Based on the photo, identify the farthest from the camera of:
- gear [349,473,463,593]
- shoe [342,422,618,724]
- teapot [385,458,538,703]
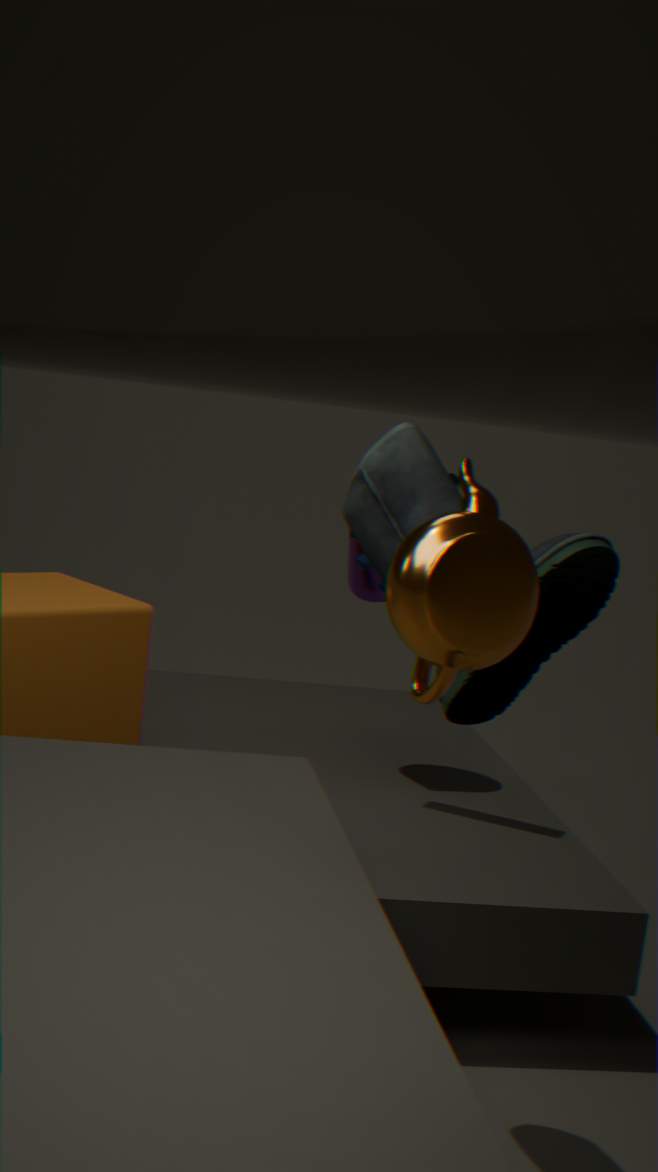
gear [349,473,463,593]
